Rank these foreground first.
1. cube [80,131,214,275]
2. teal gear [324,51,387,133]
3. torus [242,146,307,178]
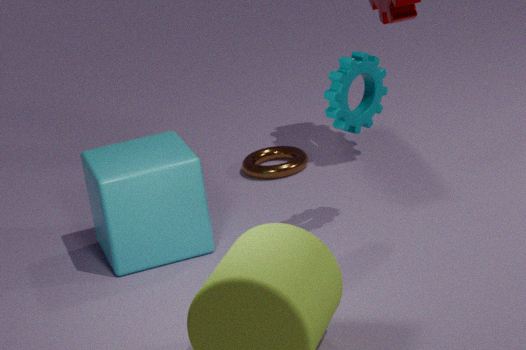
teal gear [324,51,387,133] < cube [80,131,214,275] < torus [242,146,307,178]
